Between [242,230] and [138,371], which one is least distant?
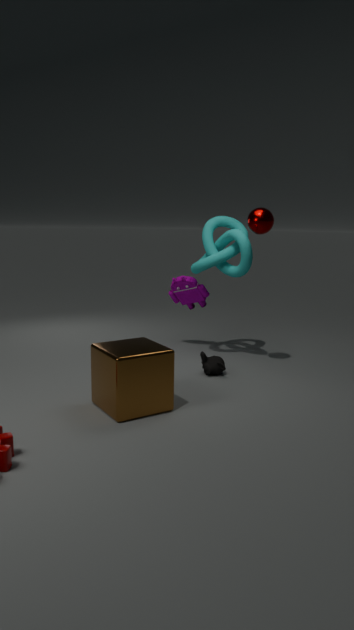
[138,371]
